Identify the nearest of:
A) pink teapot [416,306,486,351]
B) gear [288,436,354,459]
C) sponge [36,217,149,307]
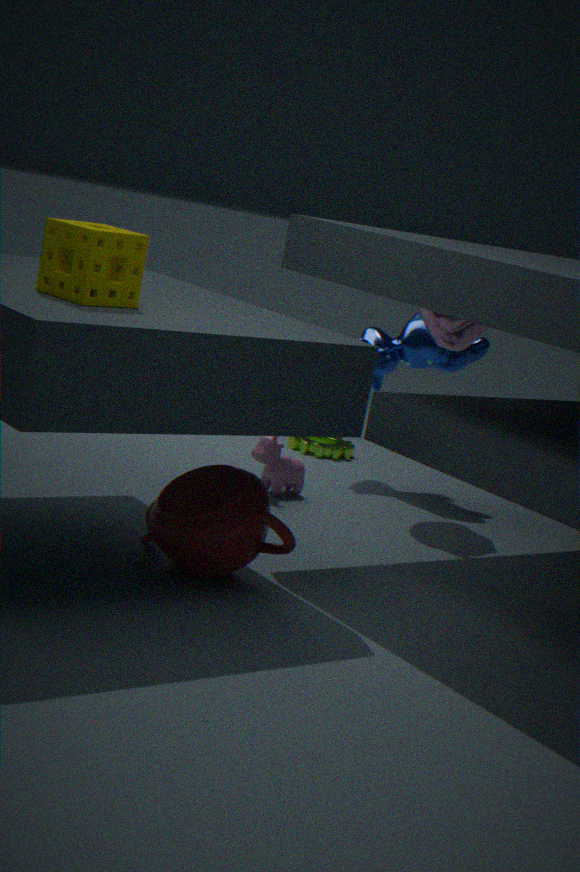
sponge [36,217,149,307]
